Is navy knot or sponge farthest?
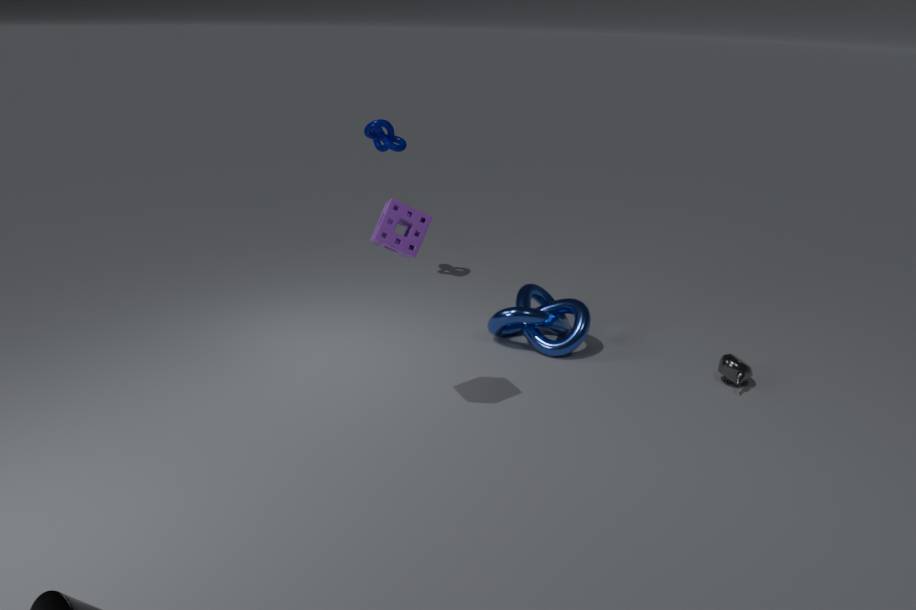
navy knot
